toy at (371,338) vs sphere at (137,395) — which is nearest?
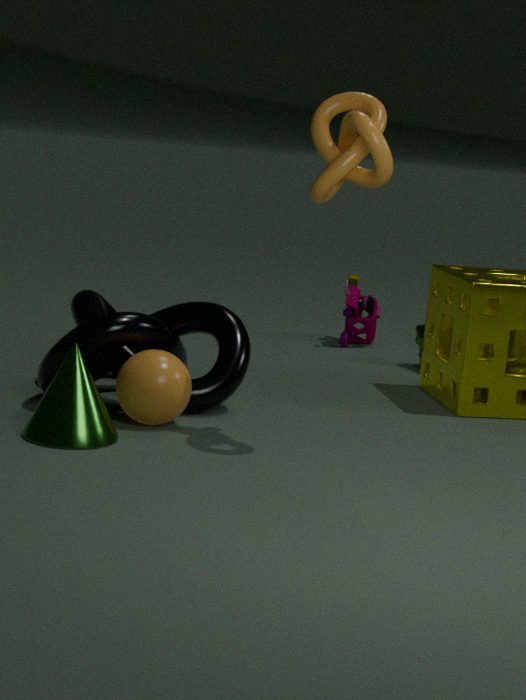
sphere at (137,395)
